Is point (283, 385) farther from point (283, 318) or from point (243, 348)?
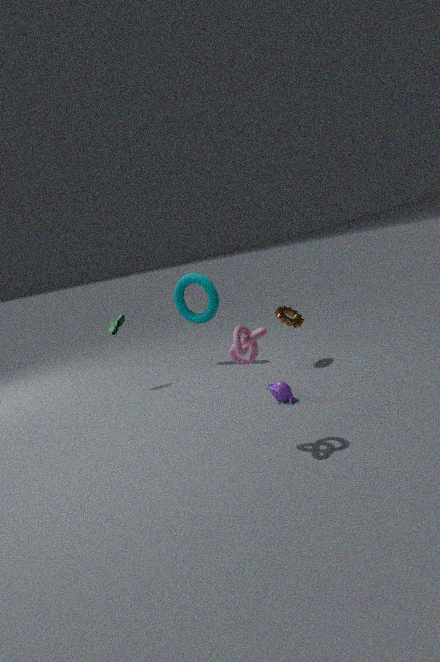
point (283, 318)
